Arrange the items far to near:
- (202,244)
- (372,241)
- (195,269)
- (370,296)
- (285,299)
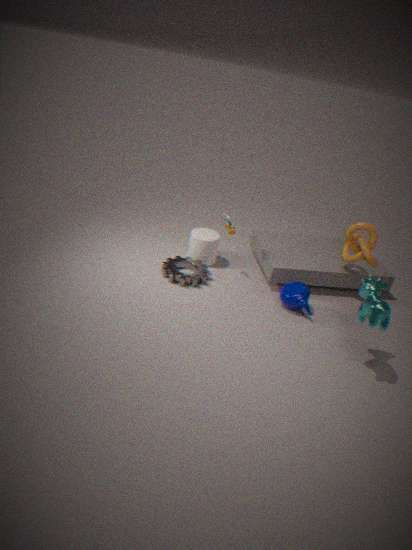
→ (202,244)
(195,269)
(372,241)
(285,299)
(370,296)
